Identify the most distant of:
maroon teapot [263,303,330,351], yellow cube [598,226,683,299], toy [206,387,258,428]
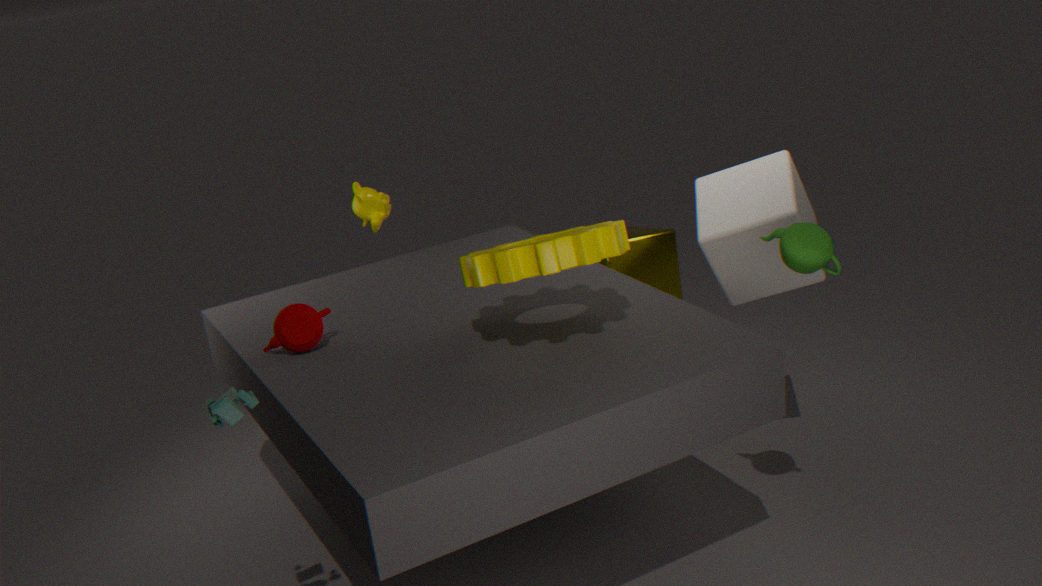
yellow cube [598,226,683,299]
